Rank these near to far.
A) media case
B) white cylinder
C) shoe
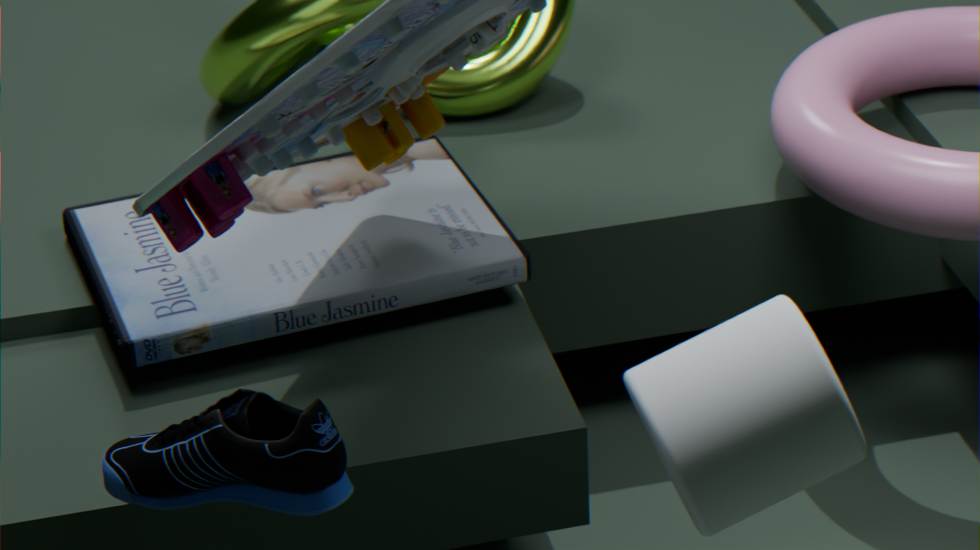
white cylinder < shoe < media case
